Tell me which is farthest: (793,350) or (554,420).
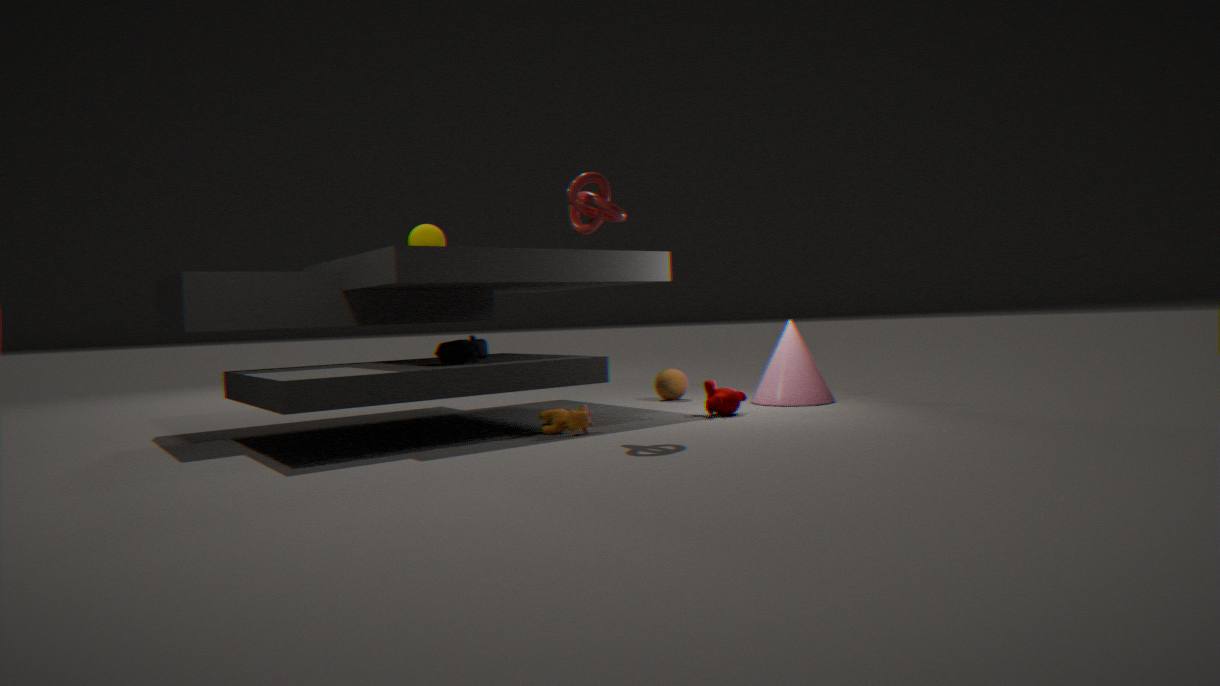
(793,350)
